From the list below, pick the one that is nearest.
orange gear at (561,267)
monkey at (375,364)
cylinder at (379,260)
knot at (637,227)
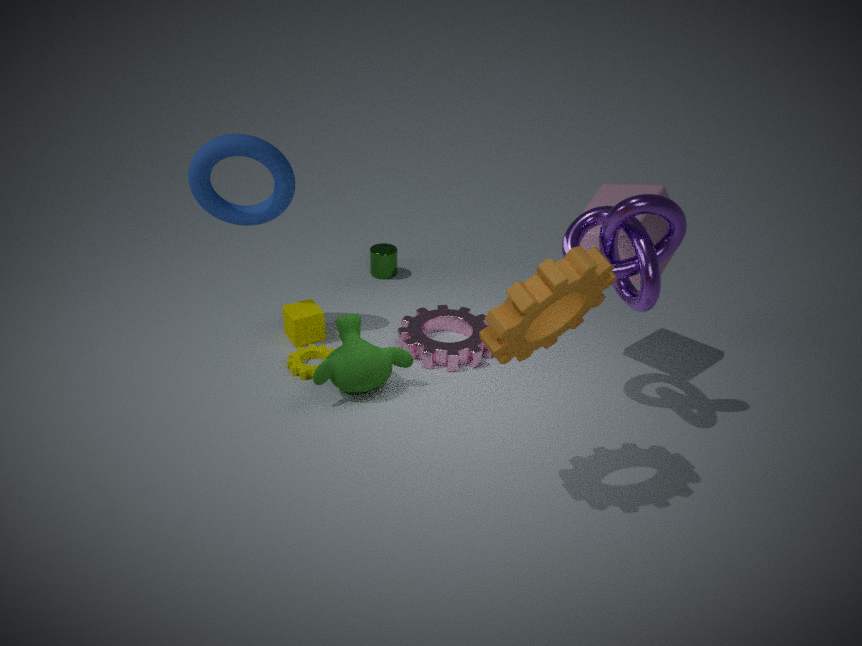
orange gear at (561,267)
